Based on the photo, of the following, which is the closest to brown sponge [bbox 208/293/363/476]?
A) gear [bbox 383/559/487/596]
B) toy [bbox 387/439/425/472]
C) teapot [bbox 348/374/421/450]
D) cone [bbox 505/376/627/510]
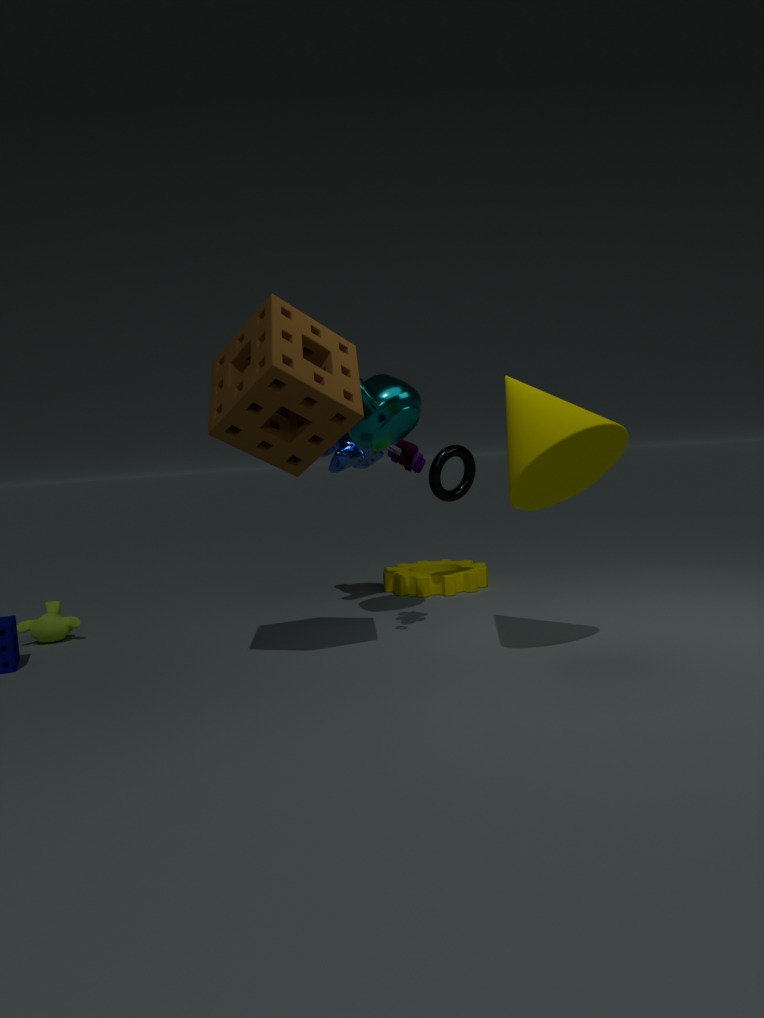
teapot [bbox 348/374/421/450]
